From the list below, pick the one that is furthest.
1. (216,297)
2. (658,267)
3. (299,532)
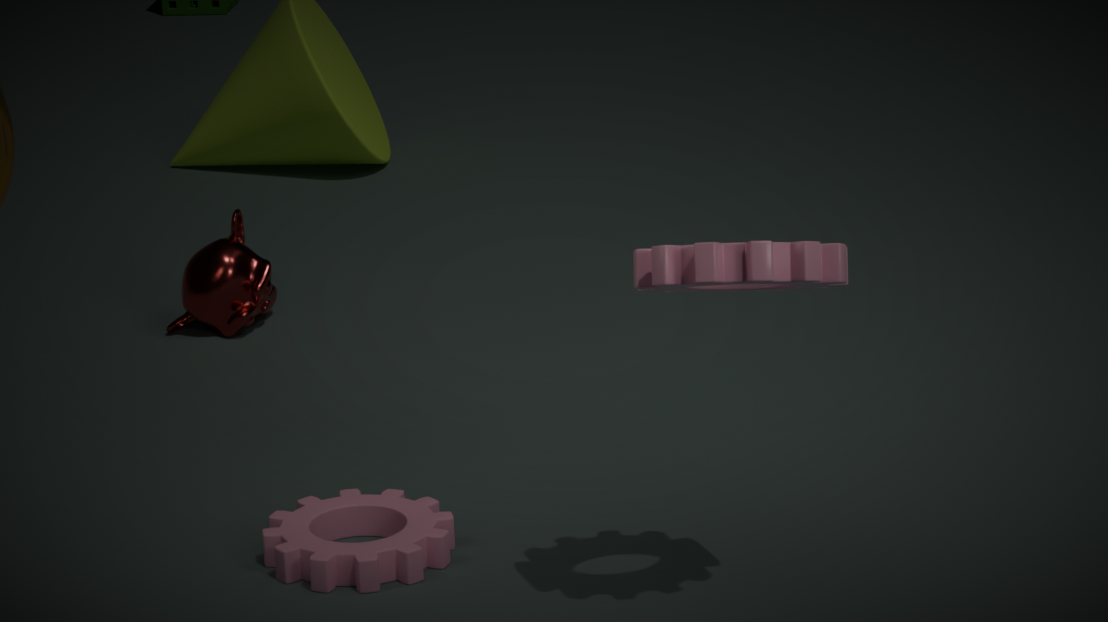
(216,297)
